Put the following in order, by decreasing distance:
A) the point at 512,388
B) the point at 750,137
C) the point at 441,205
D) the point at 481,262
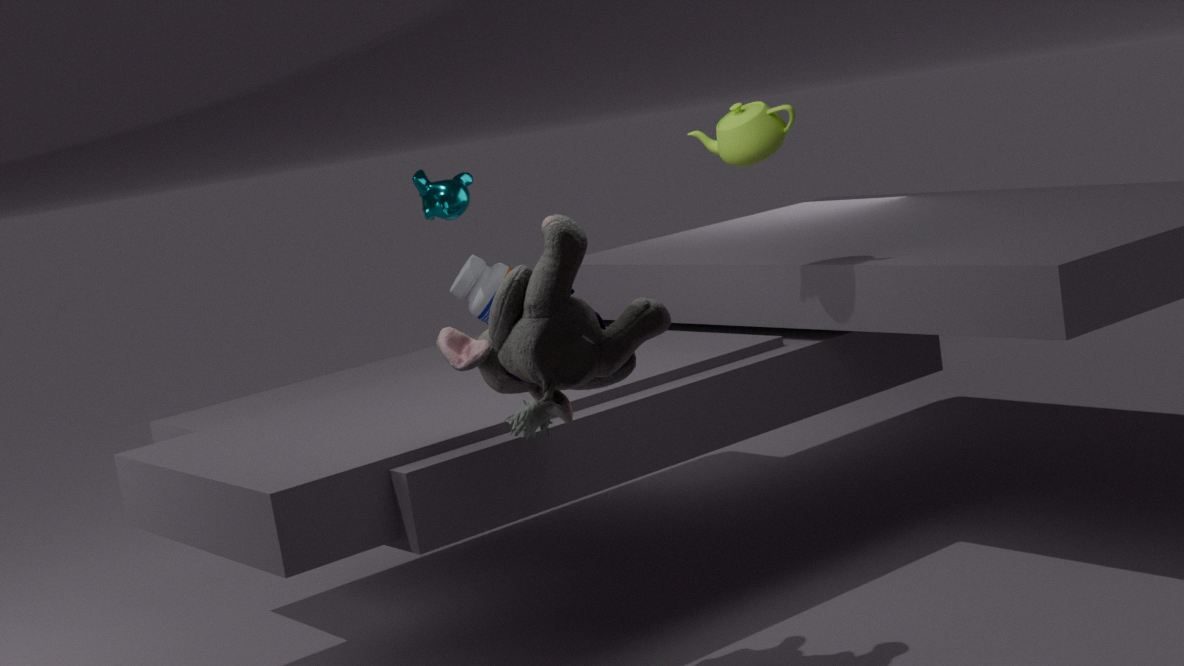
1. the point at 481,262
2. the point at 441,205
3. the point at 750,137
4. the point at 512,388
